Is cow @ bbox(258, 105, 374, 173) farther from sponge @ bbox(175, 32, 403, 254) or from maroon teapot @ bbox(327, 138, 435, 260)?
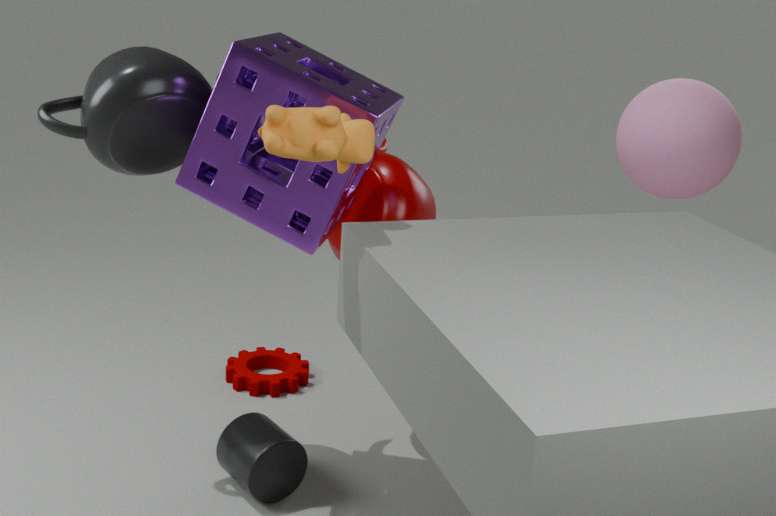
maroon teapot @ bbox(327, 138, 435, 260)
